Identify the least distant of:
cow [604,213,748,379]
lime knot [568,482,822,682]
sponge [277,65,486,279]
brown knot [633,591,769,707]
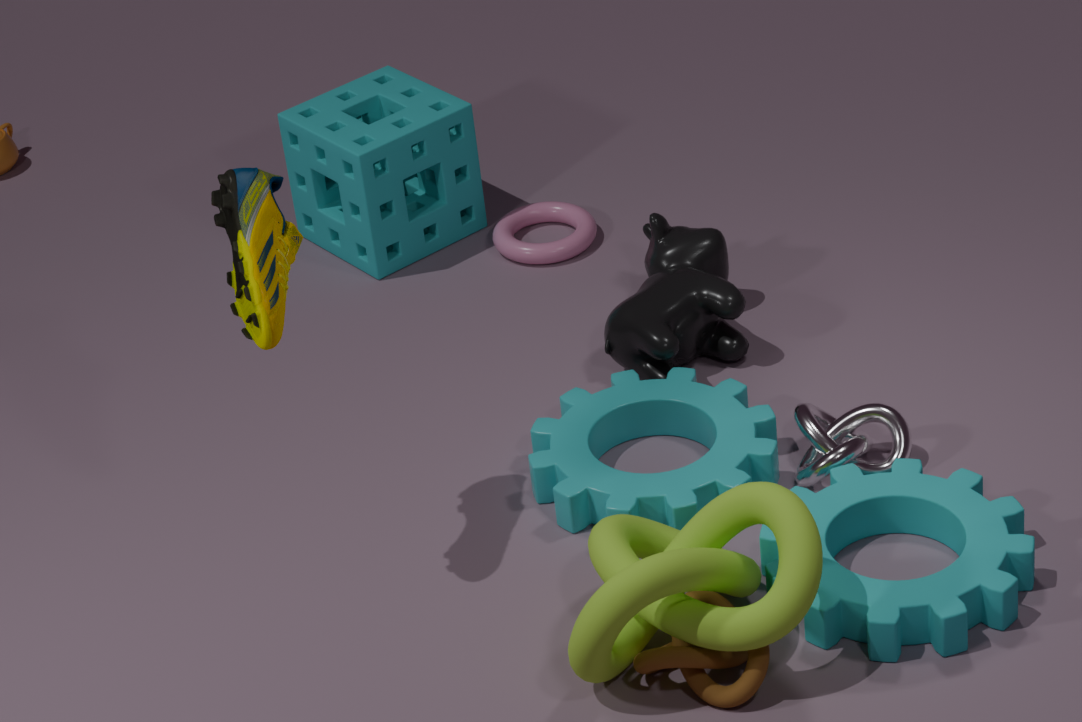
lime knot [568,482,822,682]
